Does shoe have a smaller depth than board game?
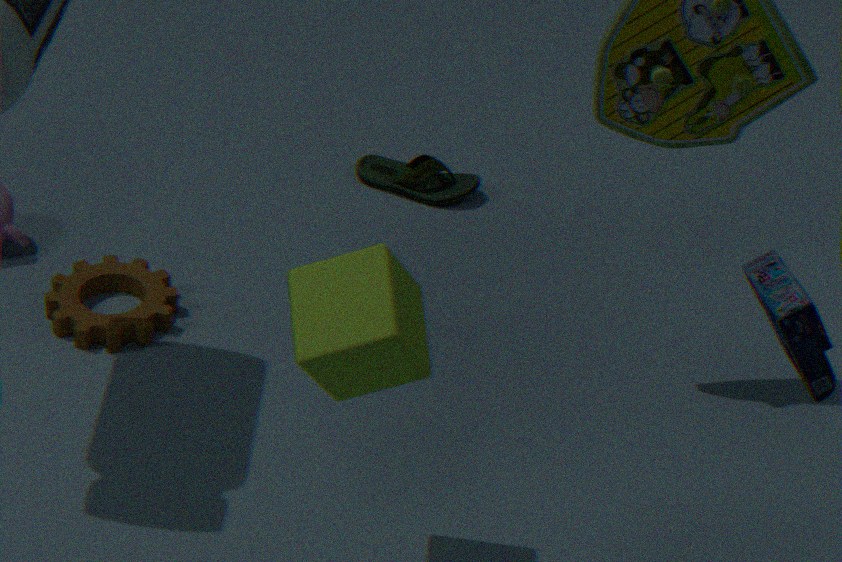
No
